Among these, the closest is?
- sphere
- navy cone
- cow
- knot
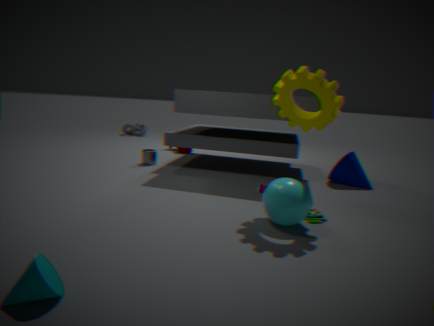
sphere
